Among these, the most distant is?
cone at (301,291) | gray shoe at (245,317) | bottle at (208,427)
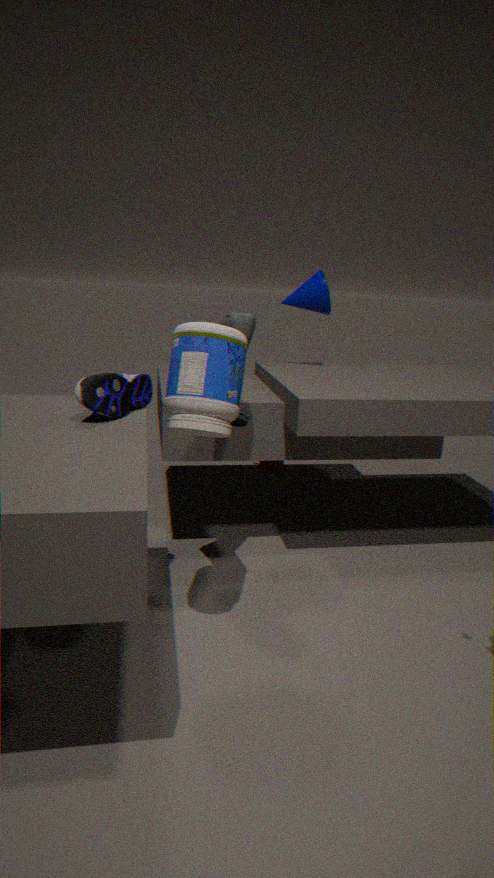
cone at (301,291)
